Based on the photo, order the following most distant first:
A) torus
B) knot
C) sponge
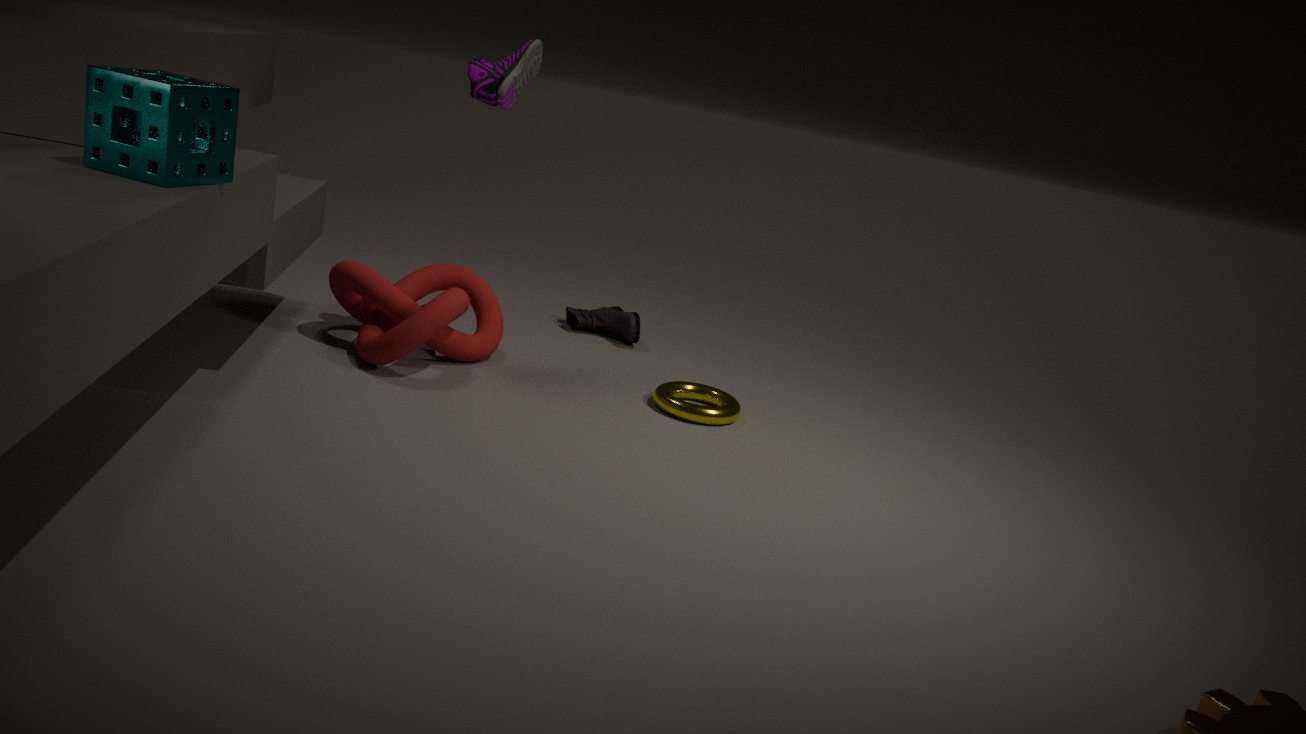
torus < knot < sponge
